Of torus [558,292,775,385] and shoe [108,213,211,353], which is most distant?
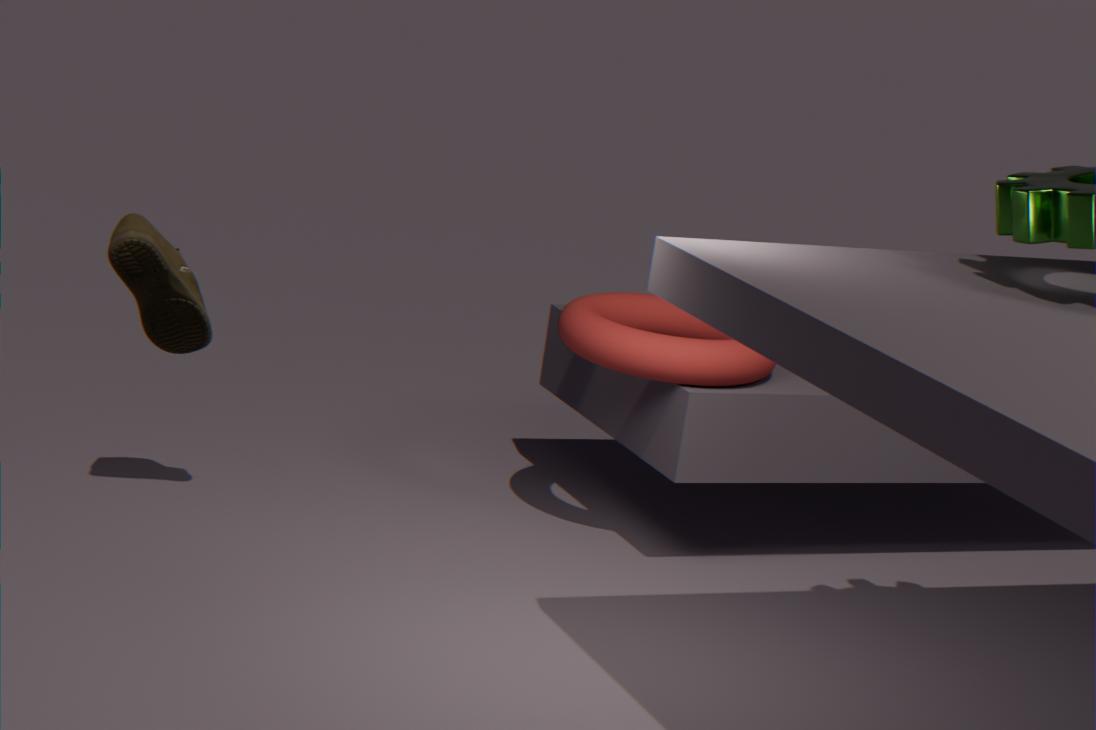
torus [558,292,775,385]
